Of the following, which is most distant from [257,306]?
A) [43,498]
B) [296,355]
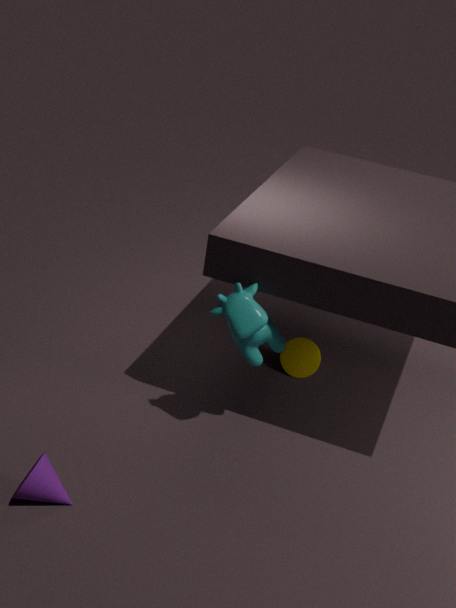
[43,498]
